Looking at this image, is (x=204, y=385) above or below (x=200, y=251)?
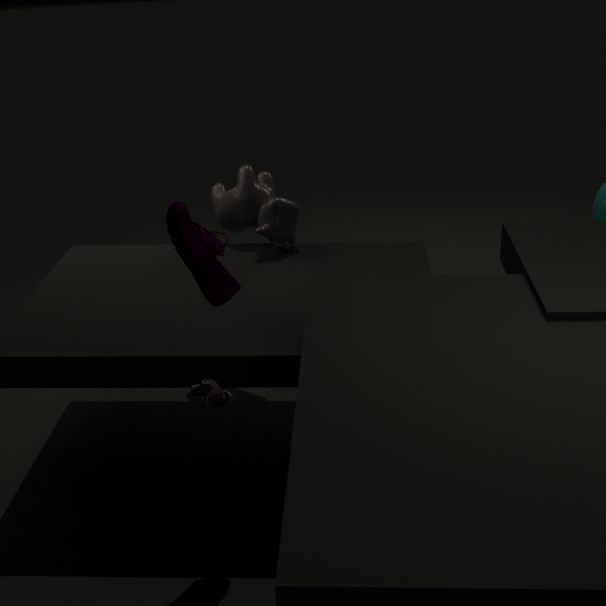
below
